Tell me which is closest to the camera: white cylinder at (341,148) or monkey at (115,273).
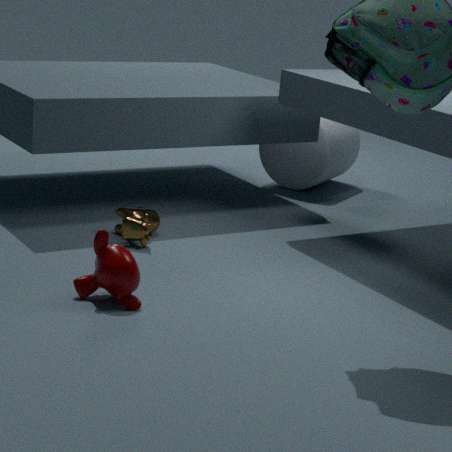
monkey at (115,273)
